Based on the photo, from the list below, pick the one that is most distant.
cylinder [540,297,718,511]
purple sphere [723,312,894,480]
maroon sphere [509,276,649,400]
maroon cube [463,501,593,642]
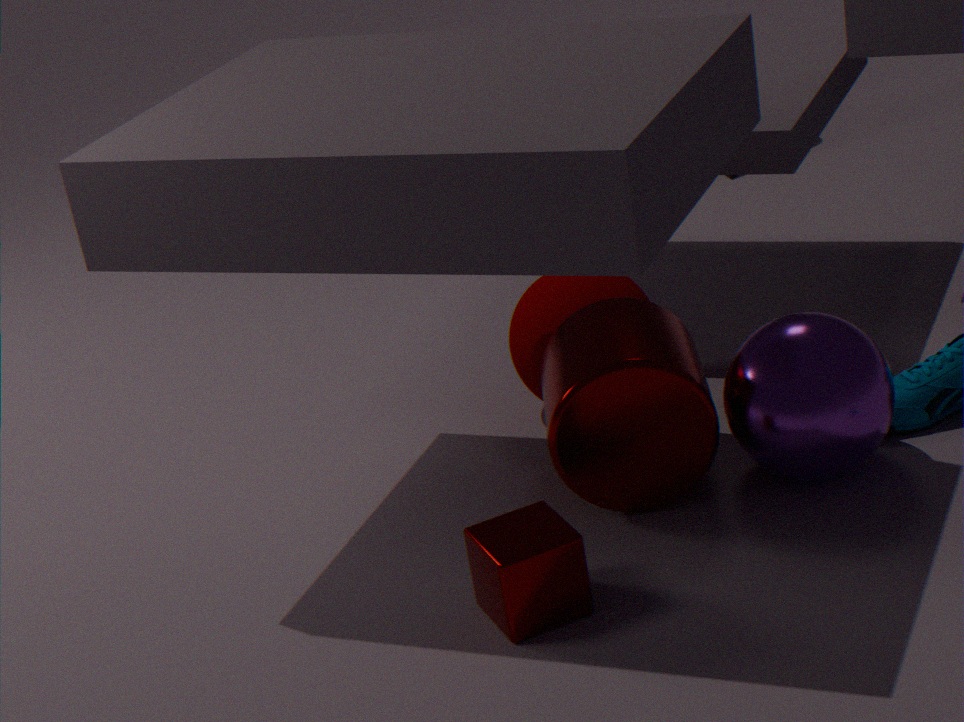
maroon sphere [509,276,649,400]
